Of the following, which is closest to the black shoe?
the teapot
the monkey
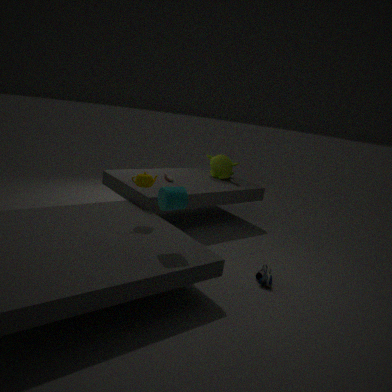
the teapot
